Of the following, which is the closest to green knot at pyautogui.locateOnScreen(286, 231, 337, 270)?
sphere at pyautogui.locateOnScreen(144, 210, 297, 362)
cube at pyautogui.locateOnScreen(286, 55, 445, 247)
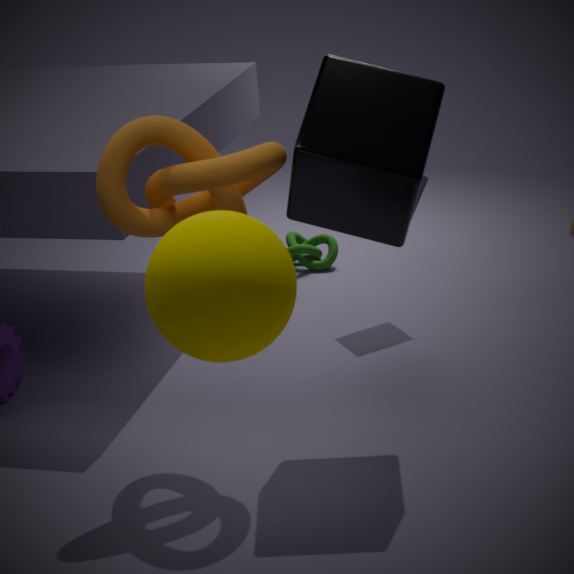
cube at pyautogui.locateOnScreen(286, 55, 445, 247)
